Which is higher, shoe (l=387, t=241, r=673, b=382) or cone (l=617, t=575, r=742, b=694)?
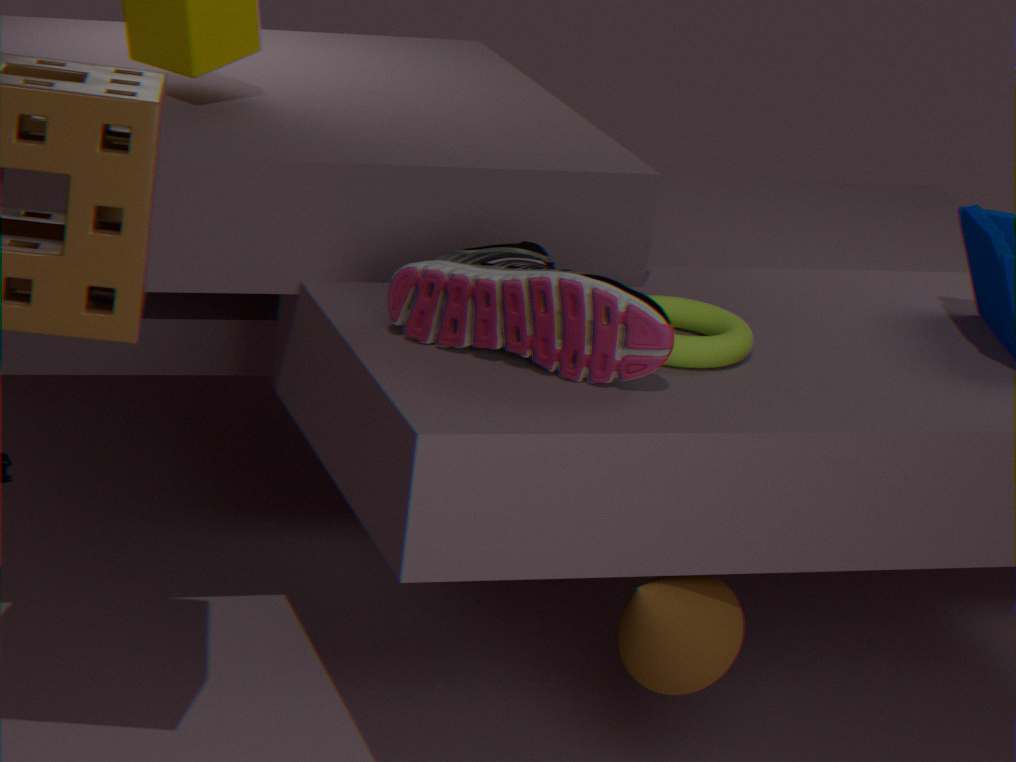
shoe (l=387, t=241, r=673, b=382)
